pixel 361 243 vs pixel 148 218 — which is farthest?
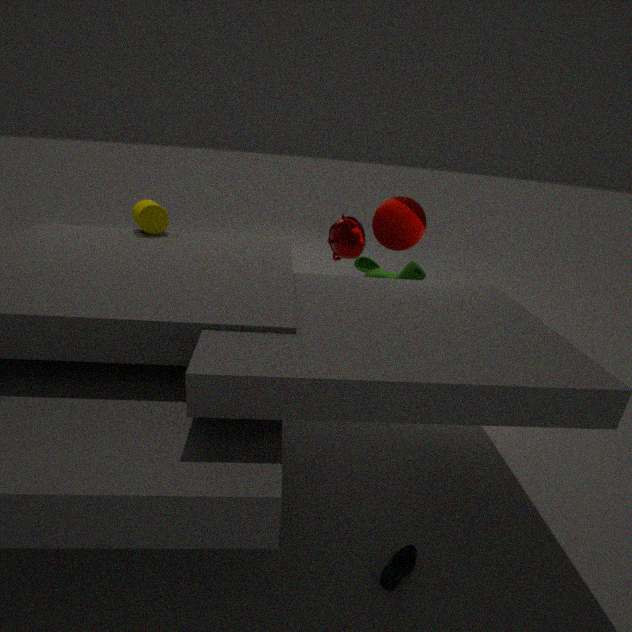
pixel 361 243
